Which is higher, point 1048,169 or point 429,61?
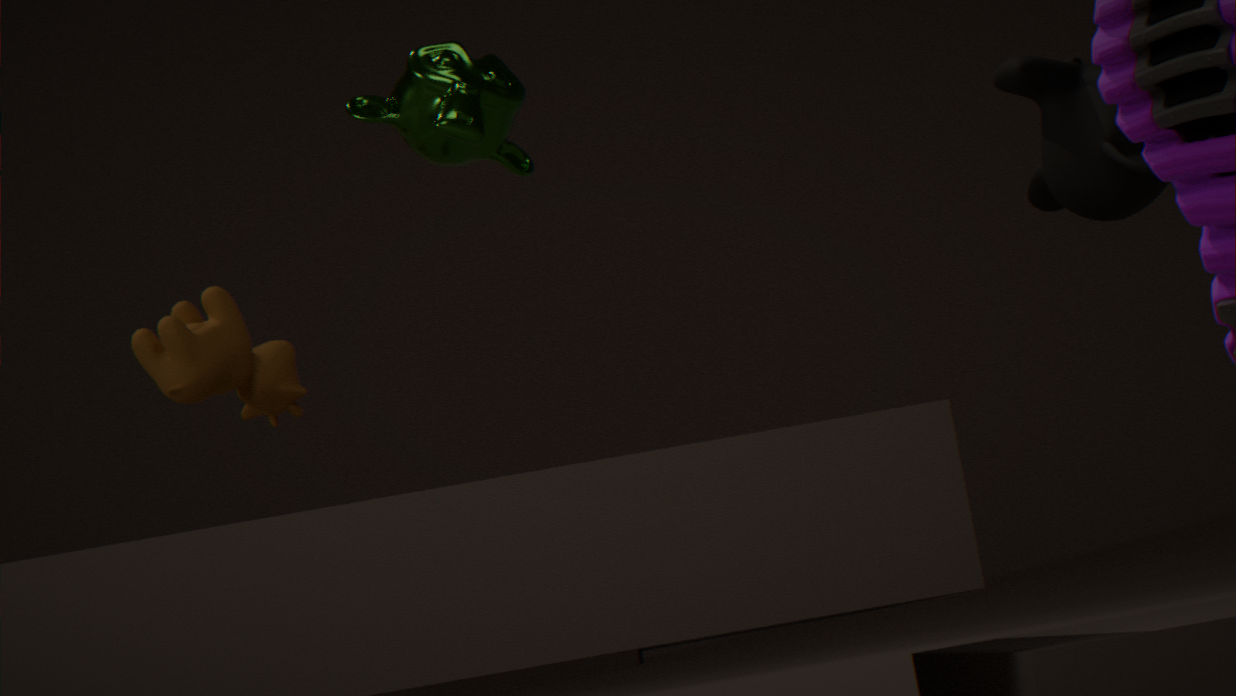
point 429,61
